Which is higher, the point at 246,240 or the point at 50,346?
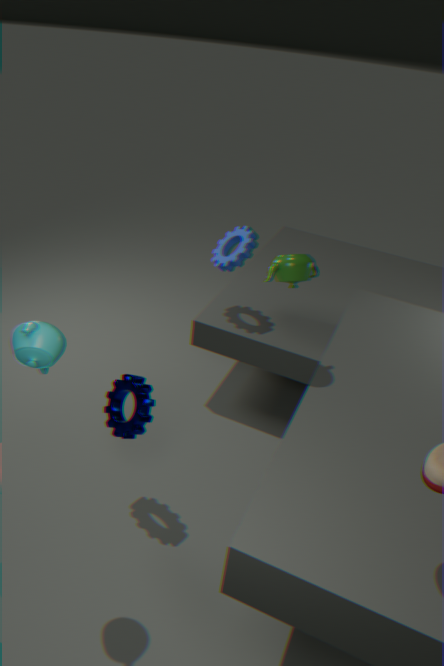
the point at 50,346
